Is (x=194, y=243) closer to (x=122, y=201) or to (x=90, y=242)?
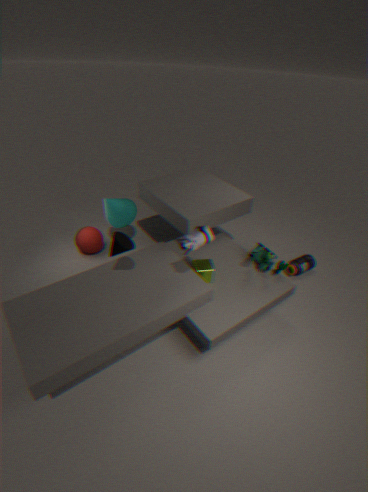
(x=122, y=201)
